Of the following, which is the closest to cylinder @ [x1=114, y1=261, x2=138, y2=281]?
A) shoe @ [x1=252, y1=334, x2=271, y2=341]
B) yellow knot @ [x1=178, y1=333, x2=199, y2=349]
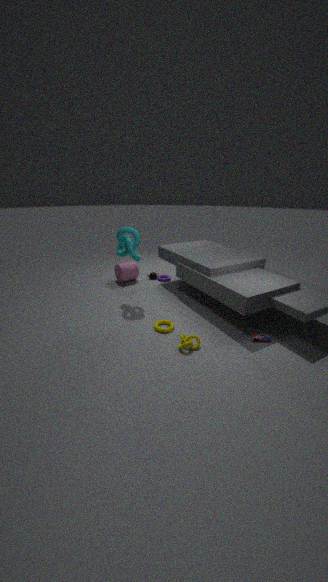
yellow knot @ [x1=178, y1=333, x2=199, y2=349]
